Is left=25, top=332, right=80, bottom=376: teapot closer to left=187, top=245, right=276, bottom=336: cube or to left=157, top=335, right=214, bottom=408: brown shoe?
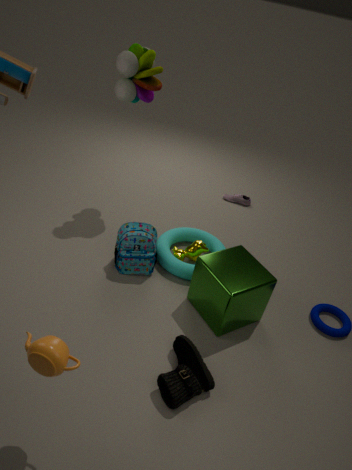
left=157, top=335, right=214, bottom=408: brown shoe
